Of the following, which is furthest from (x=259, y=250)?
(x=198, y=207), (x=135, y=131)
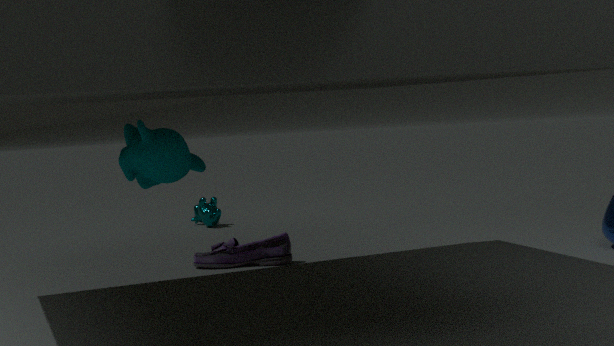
(x=135, y=131)
